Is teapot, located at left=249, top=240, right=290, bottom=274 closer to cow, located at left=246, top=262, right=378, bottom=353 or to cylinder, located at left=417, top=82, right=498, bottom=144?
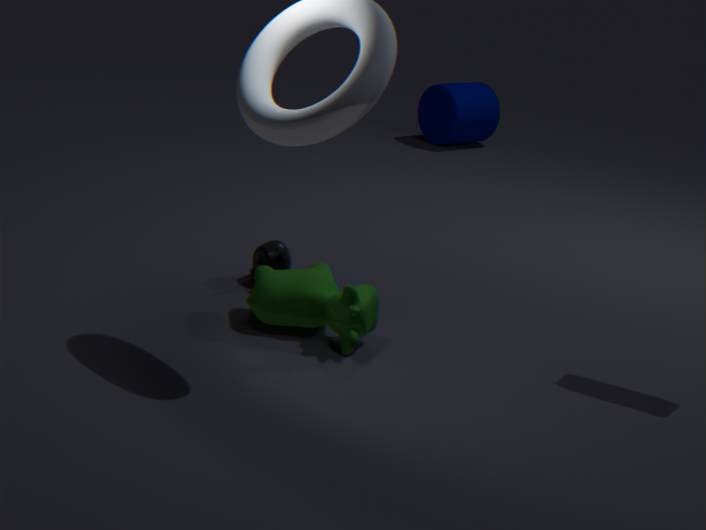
cow, located at left=246, top=262, right=378, bottom=353
